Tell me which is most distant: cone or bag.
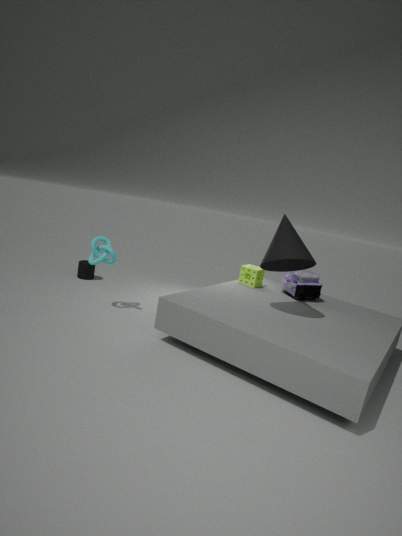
bag
